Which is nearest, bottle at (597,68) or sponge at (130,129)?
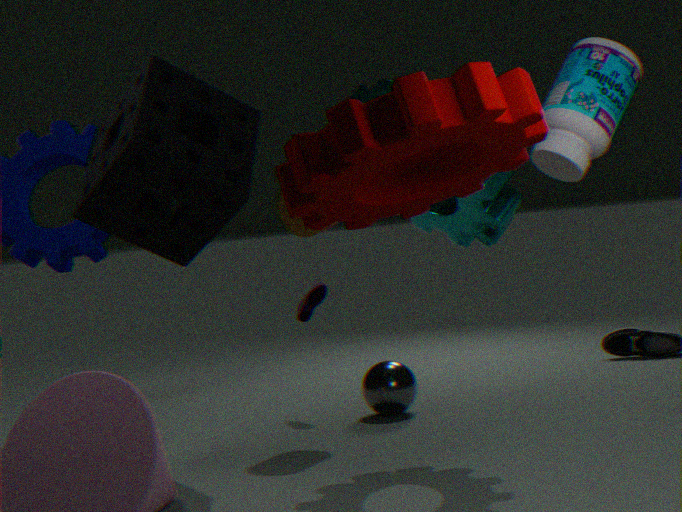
bottle at (597,68)
